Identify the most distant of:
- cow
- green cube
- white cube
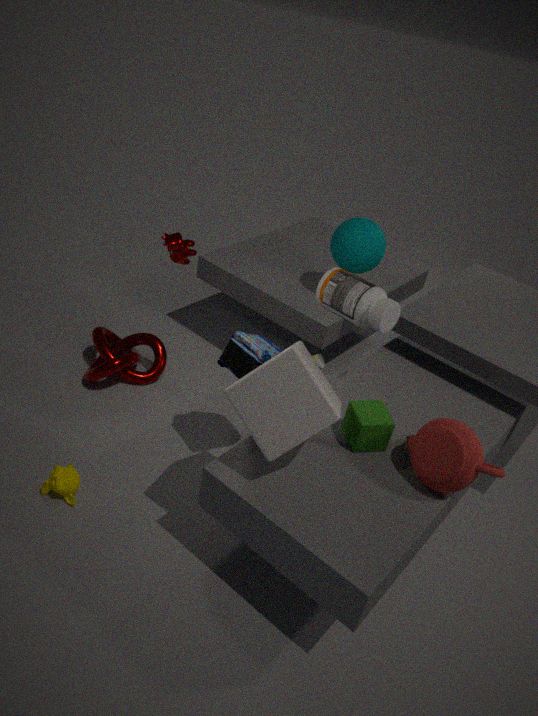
cow
